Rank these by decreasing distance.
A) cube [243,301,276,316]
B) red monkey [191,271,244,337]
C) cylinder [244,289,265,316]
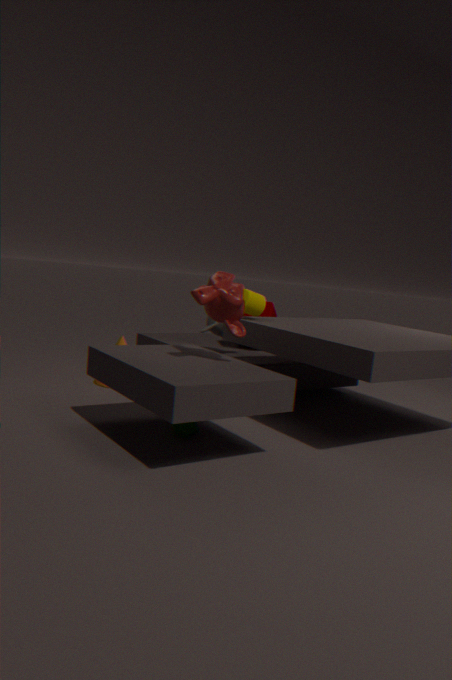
cube [243,301,276,316] → cylinder [244,289,265,316] → red monkey [191,271,244,337]
